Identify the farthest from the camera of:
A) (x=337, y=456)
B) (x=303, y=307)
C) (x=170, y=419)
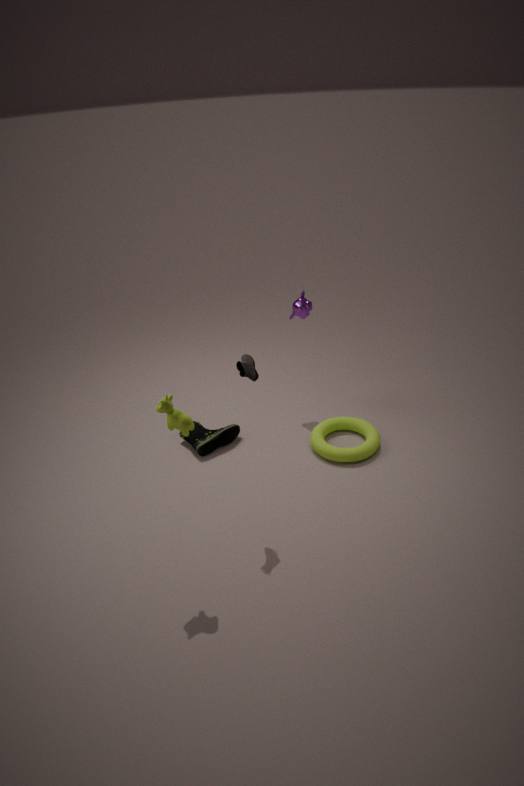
(x=303, y=307)
